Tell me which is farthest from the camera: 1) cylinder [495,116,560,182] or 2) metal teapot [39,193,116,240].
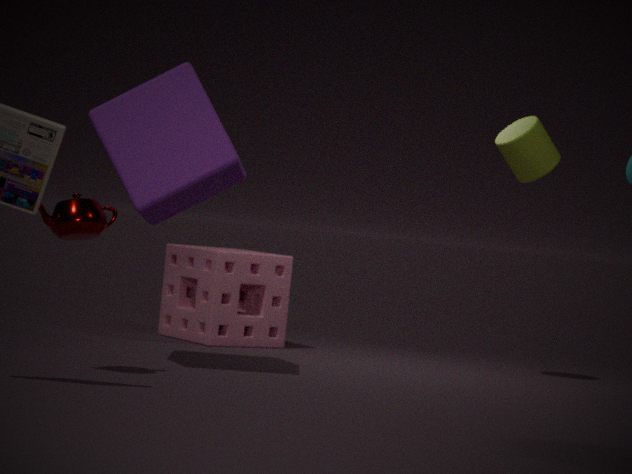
1. cylinder [495,116,560,182]
